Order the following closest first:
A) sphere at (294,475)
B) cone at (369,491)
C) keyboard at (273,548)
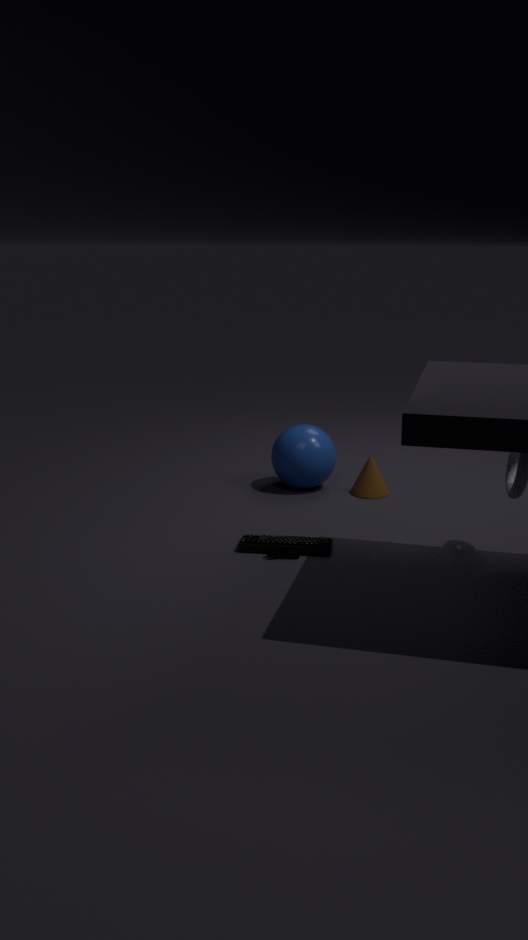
keyboard at (273,548) → sphere at (294,475) → cone at (369,491)
